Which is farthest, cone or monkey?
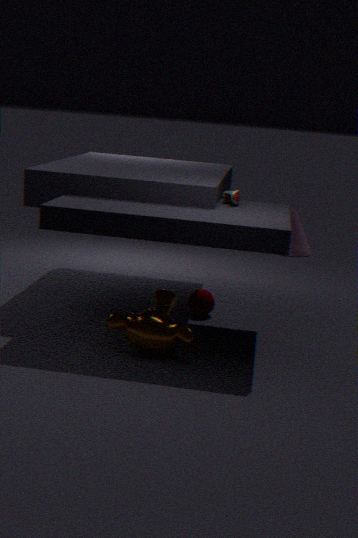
cone
